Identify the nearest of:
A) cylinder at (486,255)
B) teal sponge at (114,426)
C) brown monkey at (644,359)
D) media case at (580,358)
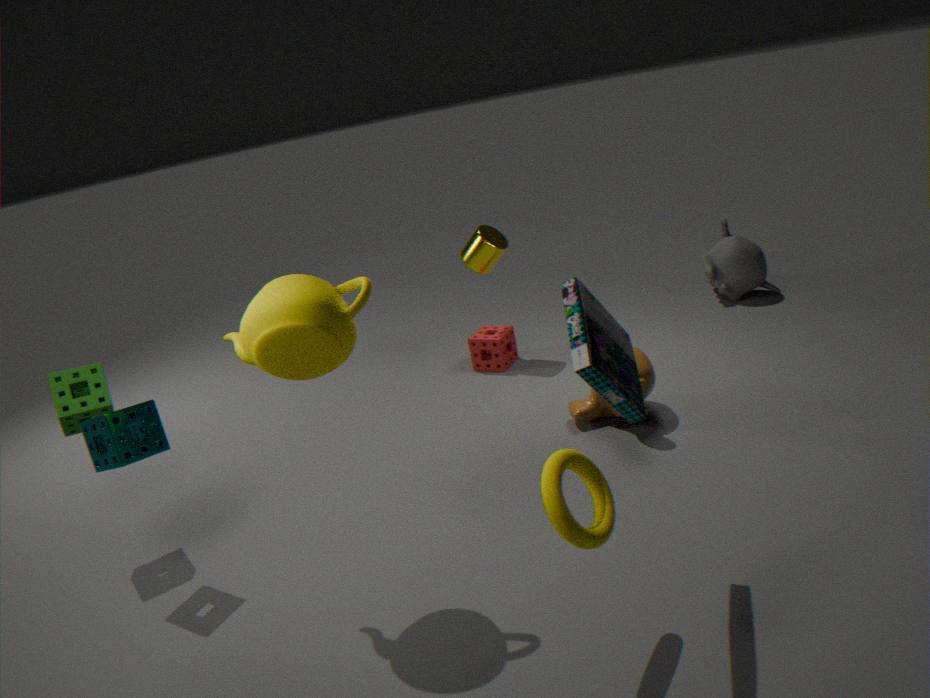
media case at (580,358)
